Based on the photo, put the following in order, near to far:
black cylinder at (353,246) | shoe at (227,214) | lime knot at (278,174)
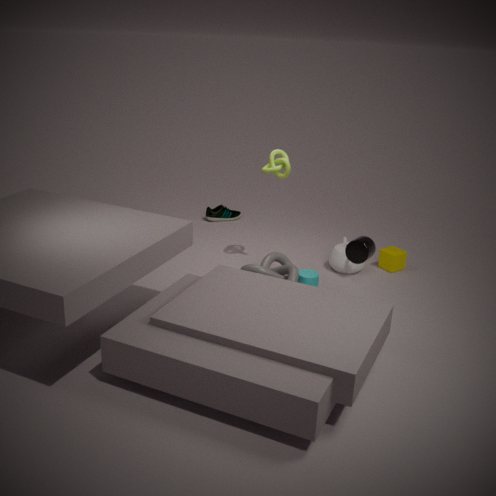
black cylinder at (353,246) → lime knot at (278,174) → shoe at (227,214)
